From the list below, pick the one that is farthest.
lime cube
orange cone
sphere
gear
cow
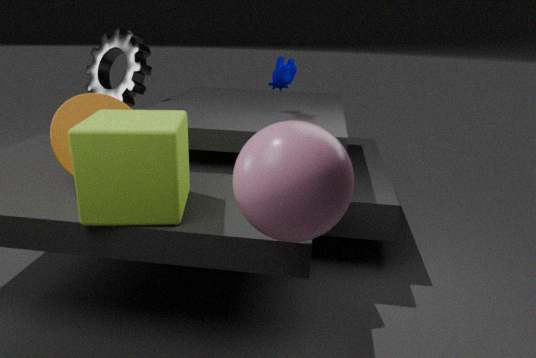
gear
